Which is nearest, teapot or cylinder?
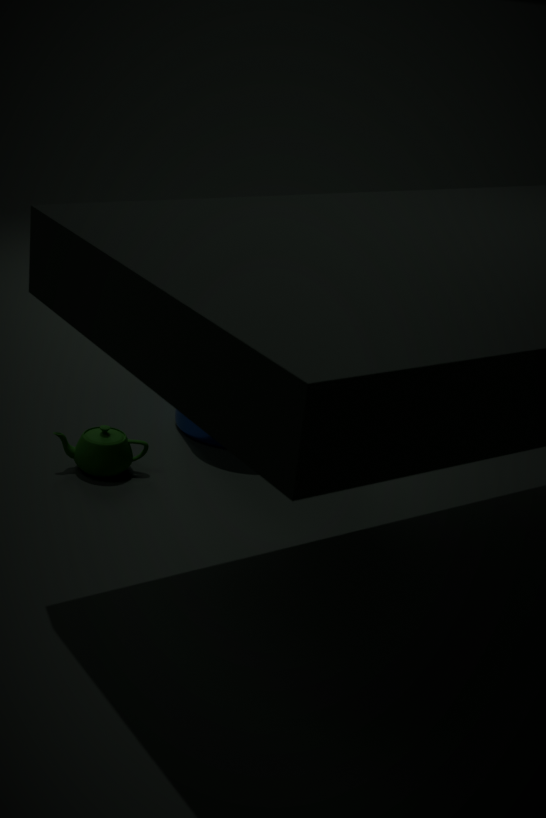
teapot
